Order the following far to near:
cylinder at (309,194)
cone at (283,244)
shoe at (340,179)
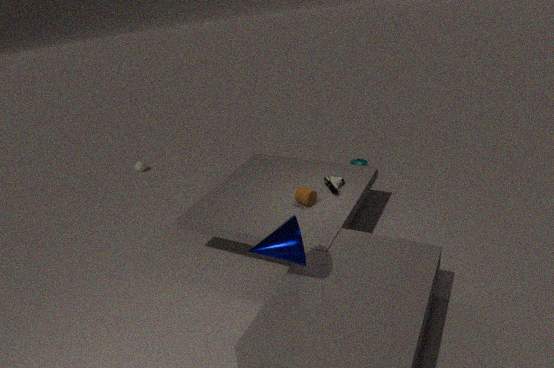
shoe at (340,179), cylinder at (309,194), cone at (283,244)
